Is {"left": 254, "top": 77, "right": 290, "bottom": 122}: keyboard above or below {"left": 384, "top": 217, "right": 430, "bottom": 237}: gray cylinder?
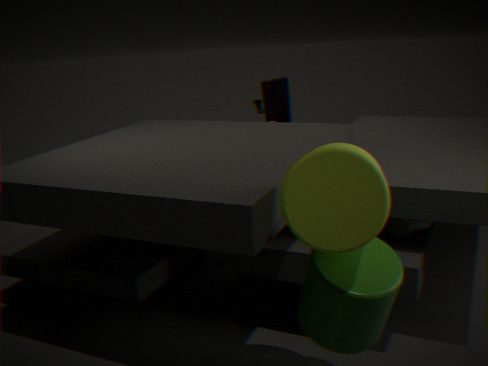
above
